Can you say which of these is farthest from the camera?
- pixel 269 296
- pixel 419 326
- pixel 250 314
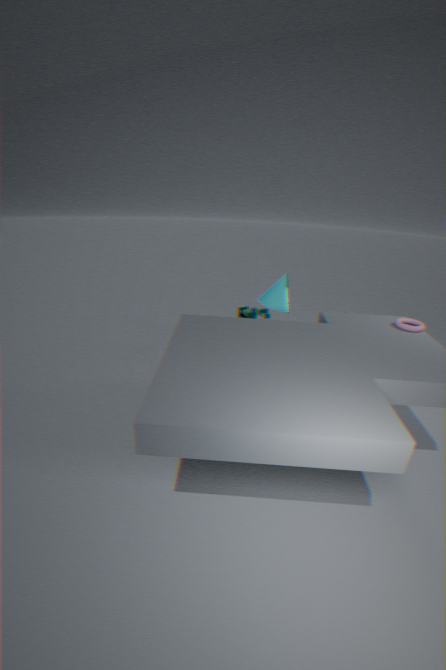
pixel 269 296
